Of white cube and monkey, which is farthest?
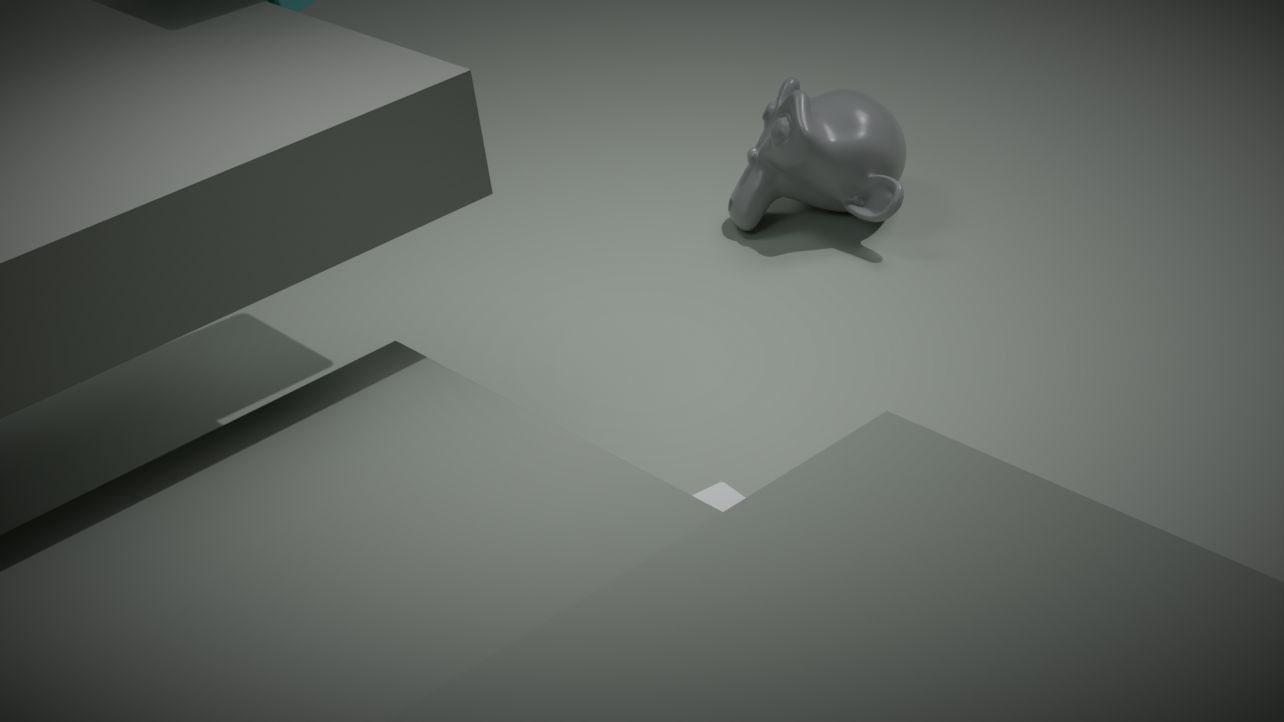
monkey
